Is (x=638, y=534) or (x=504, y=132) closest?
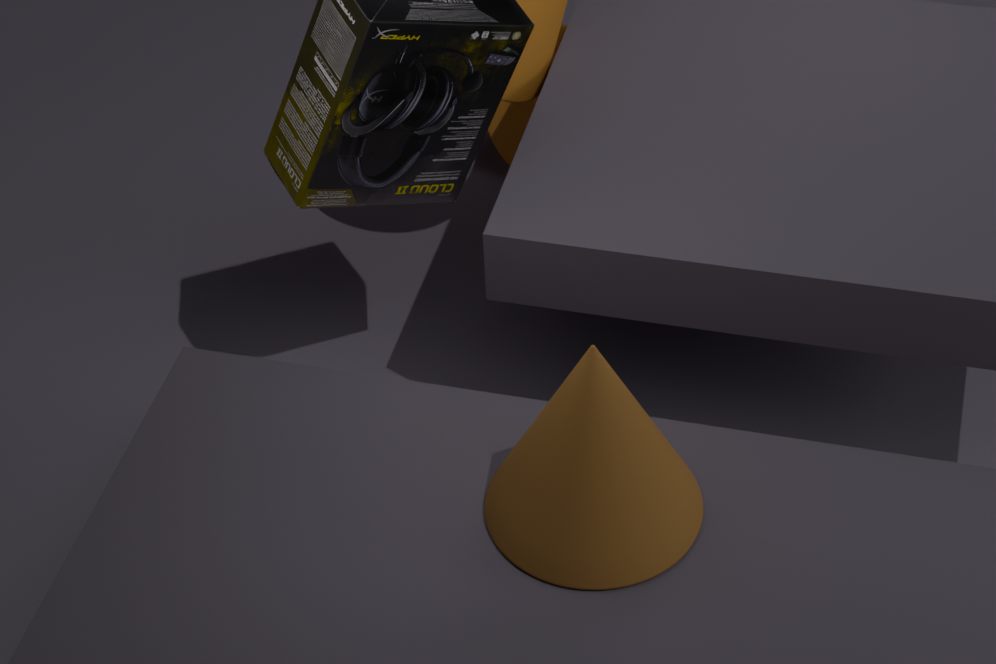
(x=638, y=534)
